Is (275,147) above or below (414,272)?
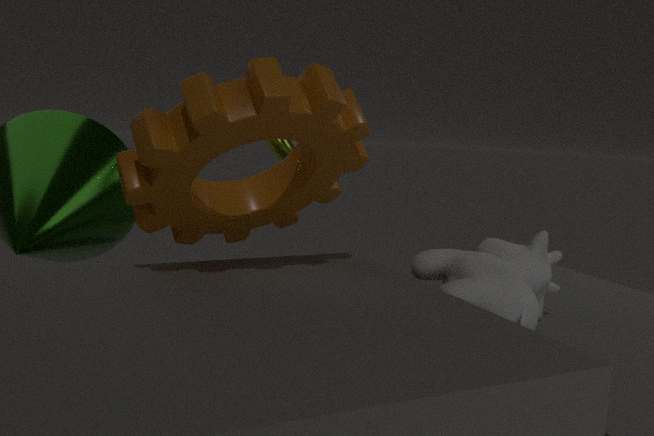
above
